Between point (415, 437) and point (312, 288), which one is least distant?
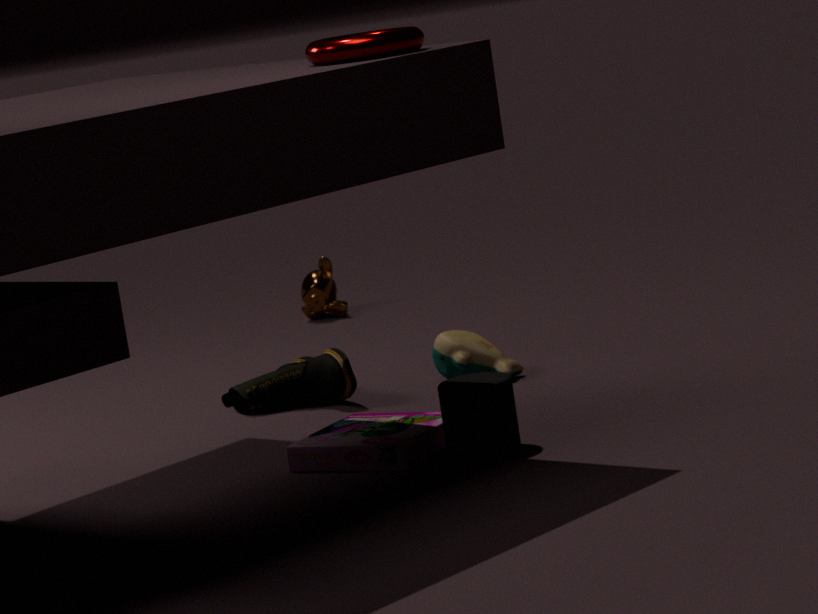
point (415, 437)
